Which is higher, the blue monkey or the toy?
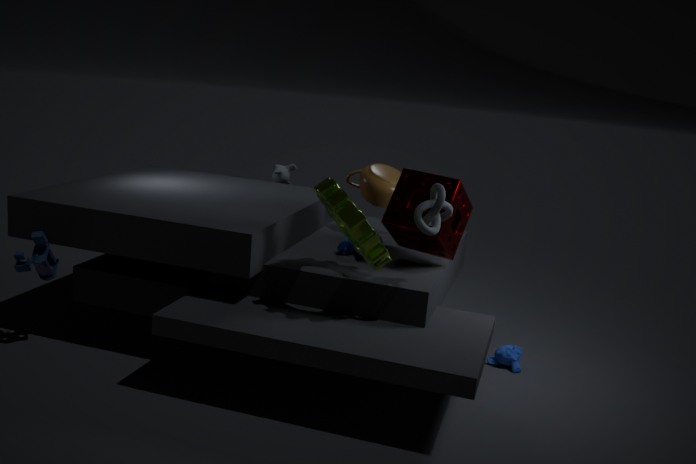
the toy
